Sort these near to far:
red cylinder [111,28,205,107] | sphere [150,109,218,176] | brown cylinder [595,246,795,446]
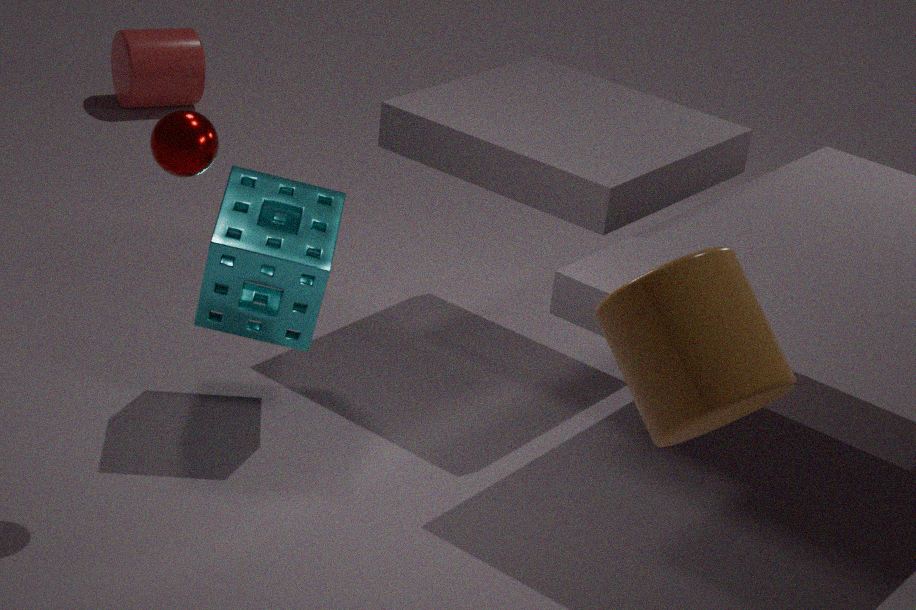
brown cylinder [595,246,795,446] → sphere [150,109,218,176] → red cylinder [111,28,205,107]
